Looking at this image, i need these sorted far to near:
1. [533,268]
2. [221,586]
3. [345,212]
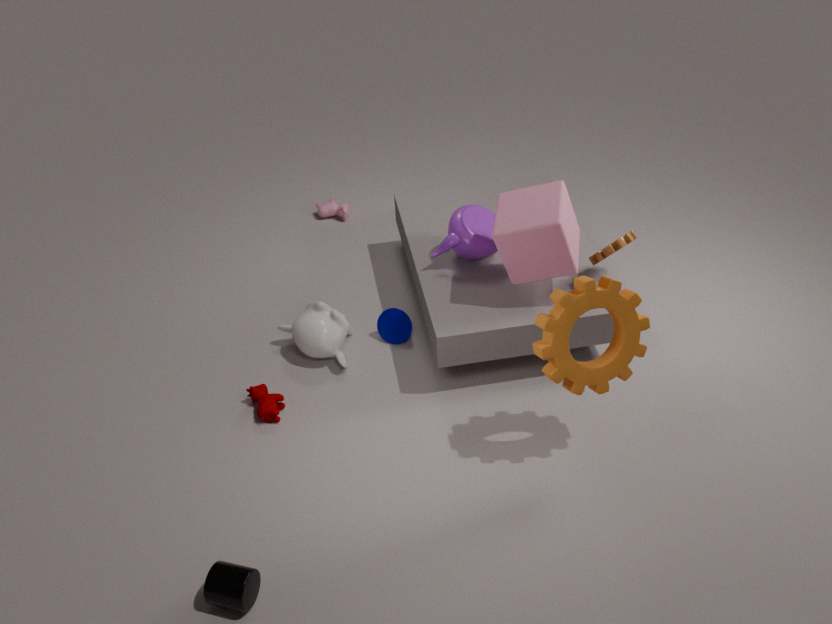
[345,212] → [533,268] → [221,586]
